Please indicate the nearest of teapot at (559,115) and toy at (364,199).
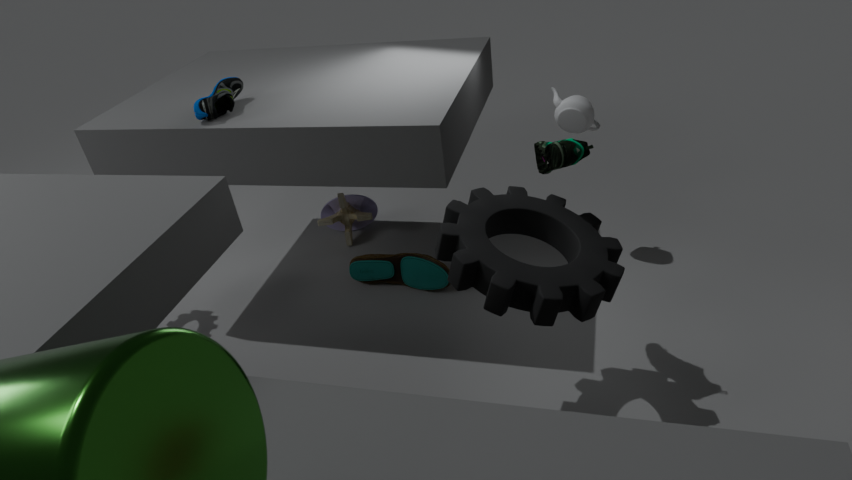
Result: teapot at (559,115)
